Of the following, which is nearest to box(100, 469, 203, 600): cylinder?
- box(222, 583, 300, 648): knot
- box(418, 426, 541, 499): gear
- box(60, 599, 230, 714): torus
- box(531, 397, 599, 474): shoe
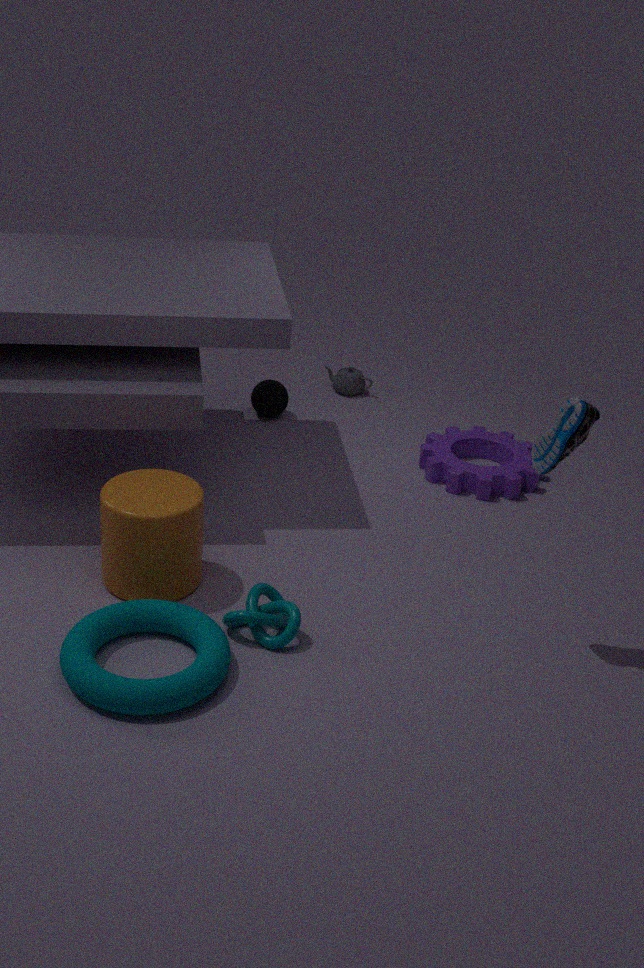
box(60, 599, 230, 714): torus
